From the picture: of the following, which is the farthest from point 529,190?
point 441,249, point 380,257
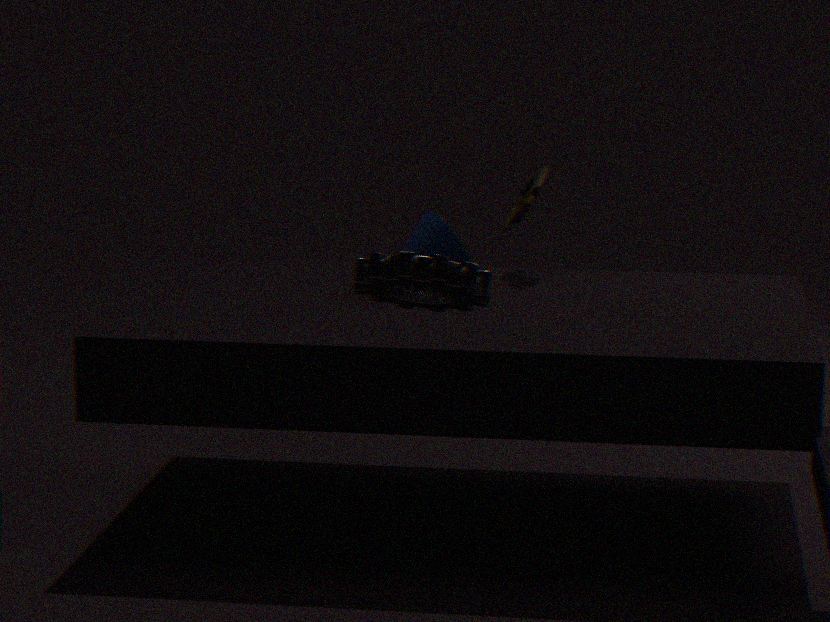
point 380,257
